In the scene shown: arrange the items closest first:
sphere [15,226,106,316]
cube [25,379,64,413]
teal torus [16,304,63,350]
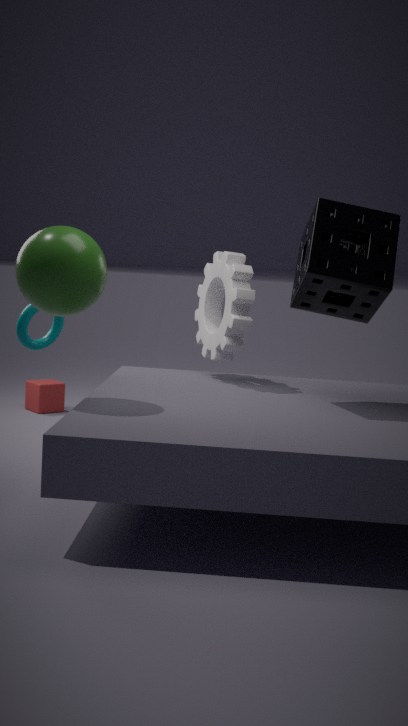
sphere [15,226,106,316]
teal torus [16,304,63,350]
cube [25,379,64,413]
